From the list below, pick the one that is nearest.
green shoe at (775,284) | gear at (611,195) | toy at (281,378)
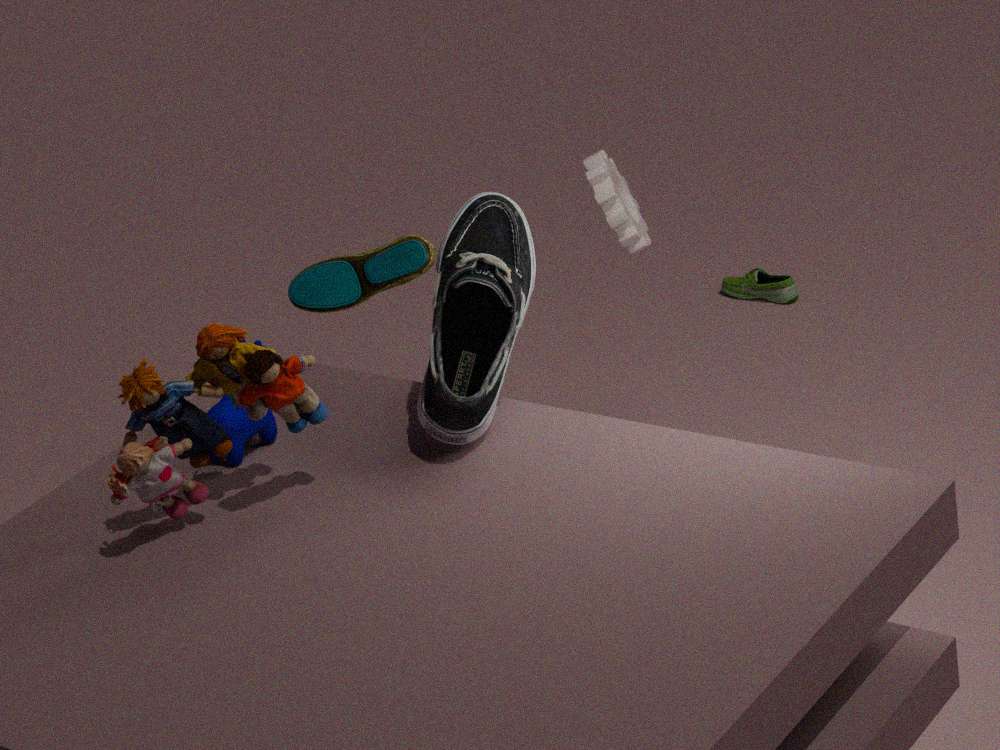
toy at (281,378)
